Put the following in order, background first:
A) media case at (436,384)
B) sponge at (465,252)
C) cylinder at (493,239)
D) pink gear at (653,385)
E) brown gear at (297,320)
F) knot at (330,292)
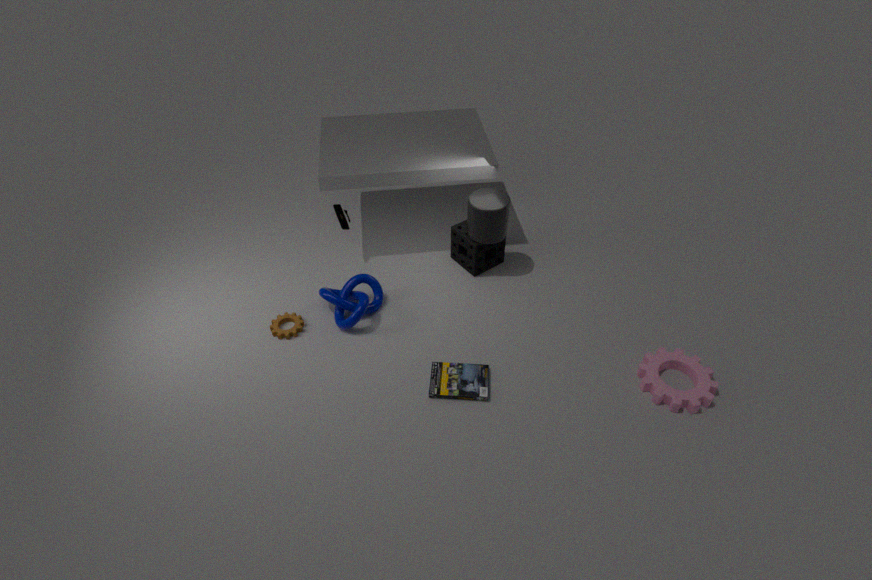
sponge at (465,252) → cylinder at (493,239) → brown gear at (297,320) → knot at (330,292) → media case at (436,384) → pink gear at (653,385)
